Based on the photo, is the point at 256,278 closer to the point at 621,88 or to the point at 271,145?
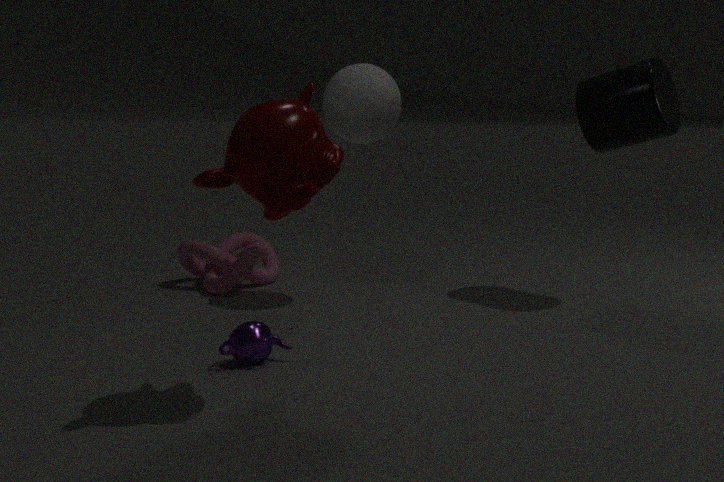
the point at 271,145
